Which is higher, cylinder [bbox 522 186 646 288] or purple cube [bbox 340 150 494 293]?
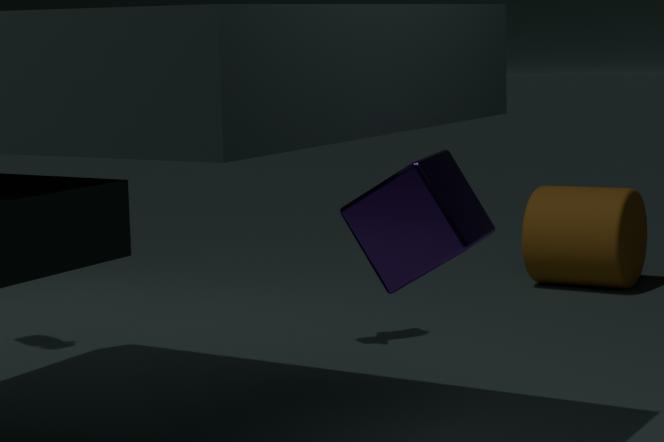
purple cube [bbox 340 150 494 293]
